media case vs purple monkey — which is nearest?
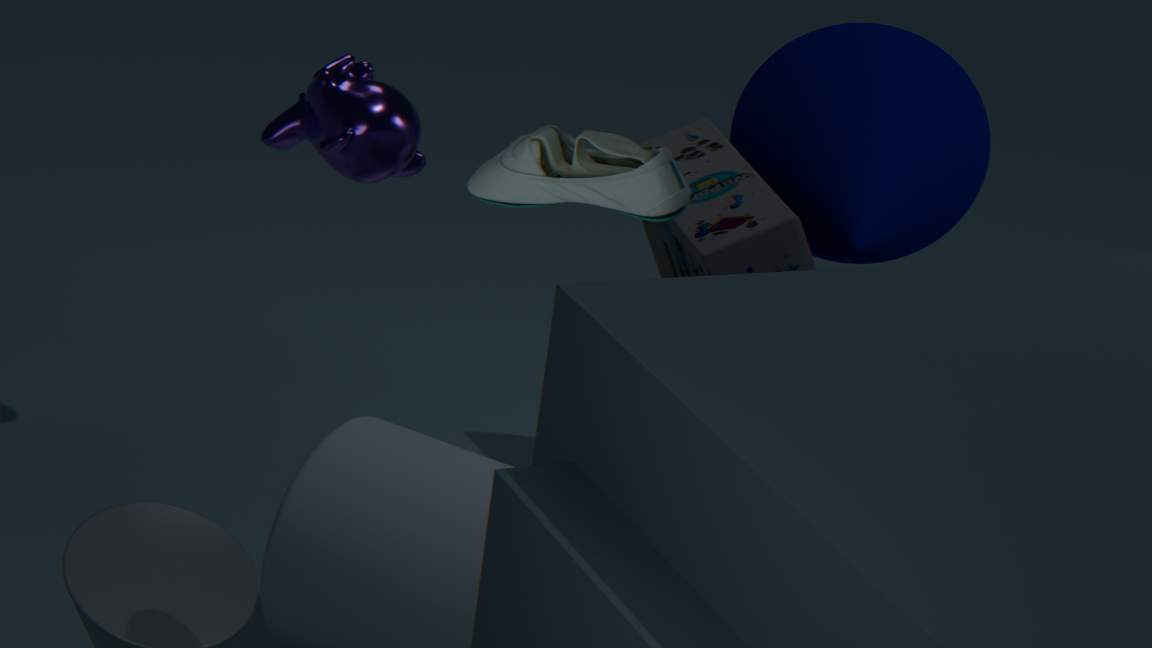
purple monkey
